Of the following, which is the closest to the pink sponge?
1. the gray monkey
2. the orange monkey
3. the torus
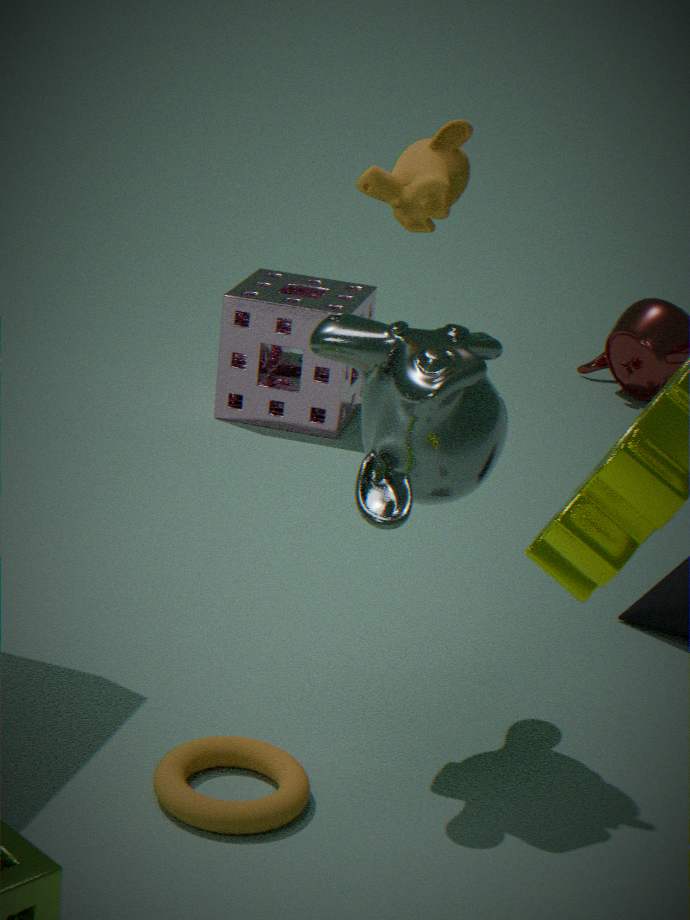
the gray monkey
